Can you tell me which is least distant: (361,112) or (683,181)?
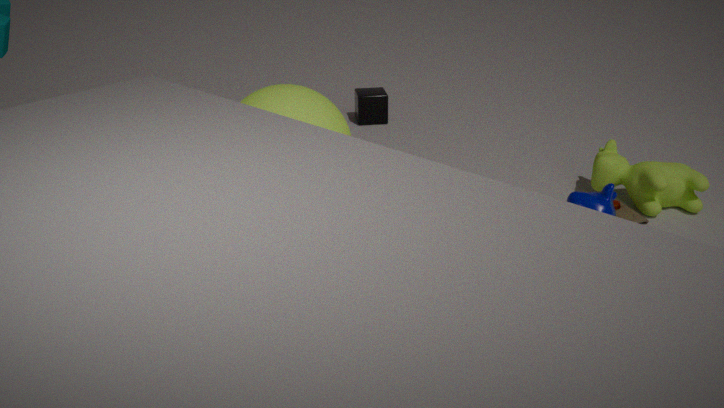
(683,181)
